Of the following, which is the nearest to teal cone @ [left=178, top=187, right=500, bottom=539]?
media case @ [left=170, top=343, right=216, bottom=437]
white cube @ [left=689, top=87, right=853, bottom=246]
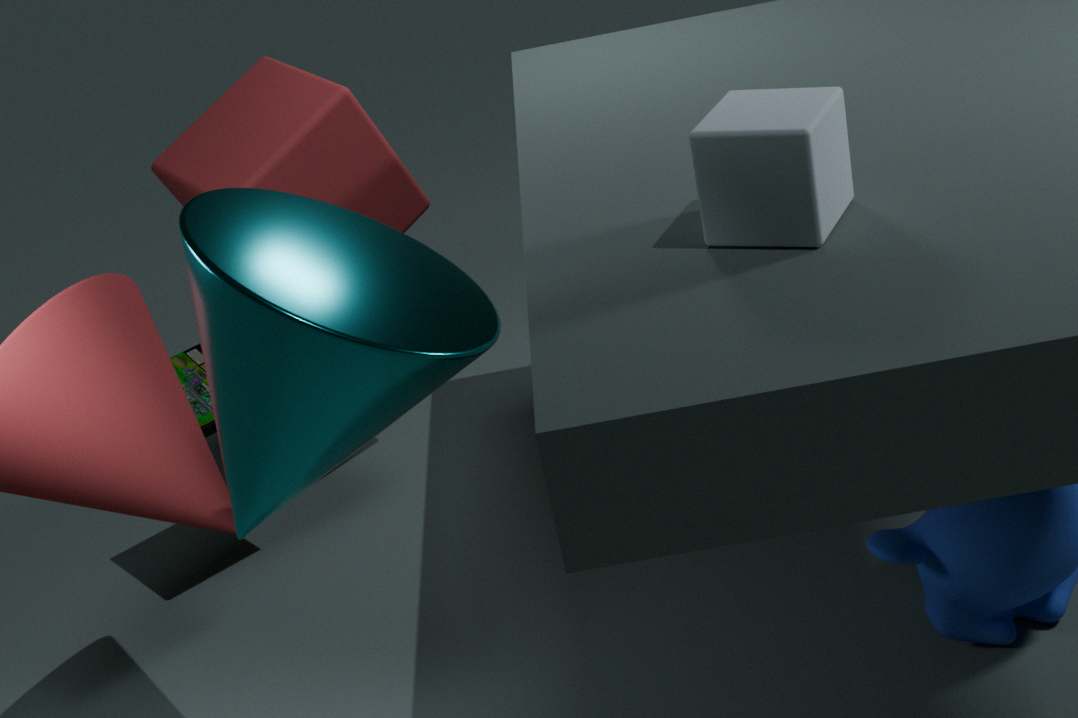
white cube @ [left=689, top=87, right=853, bottom=246]
